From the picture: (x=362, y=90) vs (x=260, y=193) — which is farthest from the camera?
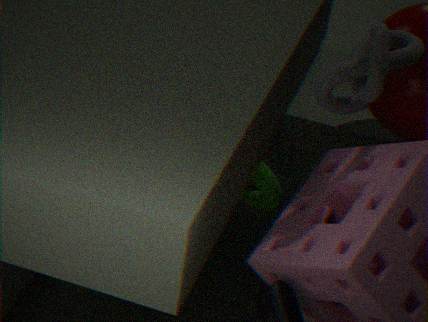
(x=260, y=193)
